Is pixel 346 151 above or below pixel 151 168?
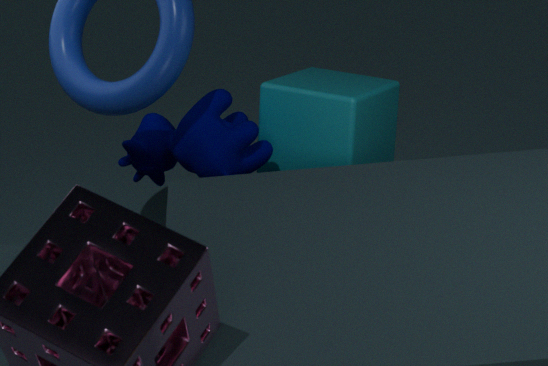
below
